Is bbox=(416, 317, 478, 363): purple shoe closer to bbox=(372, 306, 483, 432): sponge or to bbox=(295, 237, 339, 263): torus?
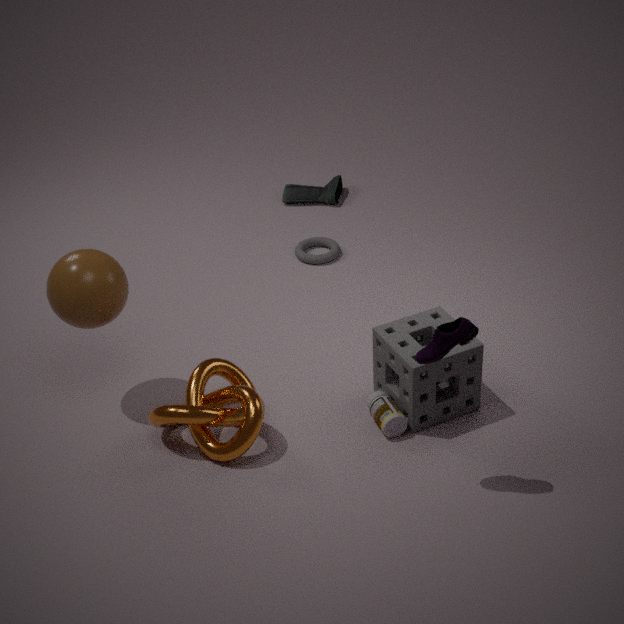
bbox=(372, 306, 483, 432): sponge
